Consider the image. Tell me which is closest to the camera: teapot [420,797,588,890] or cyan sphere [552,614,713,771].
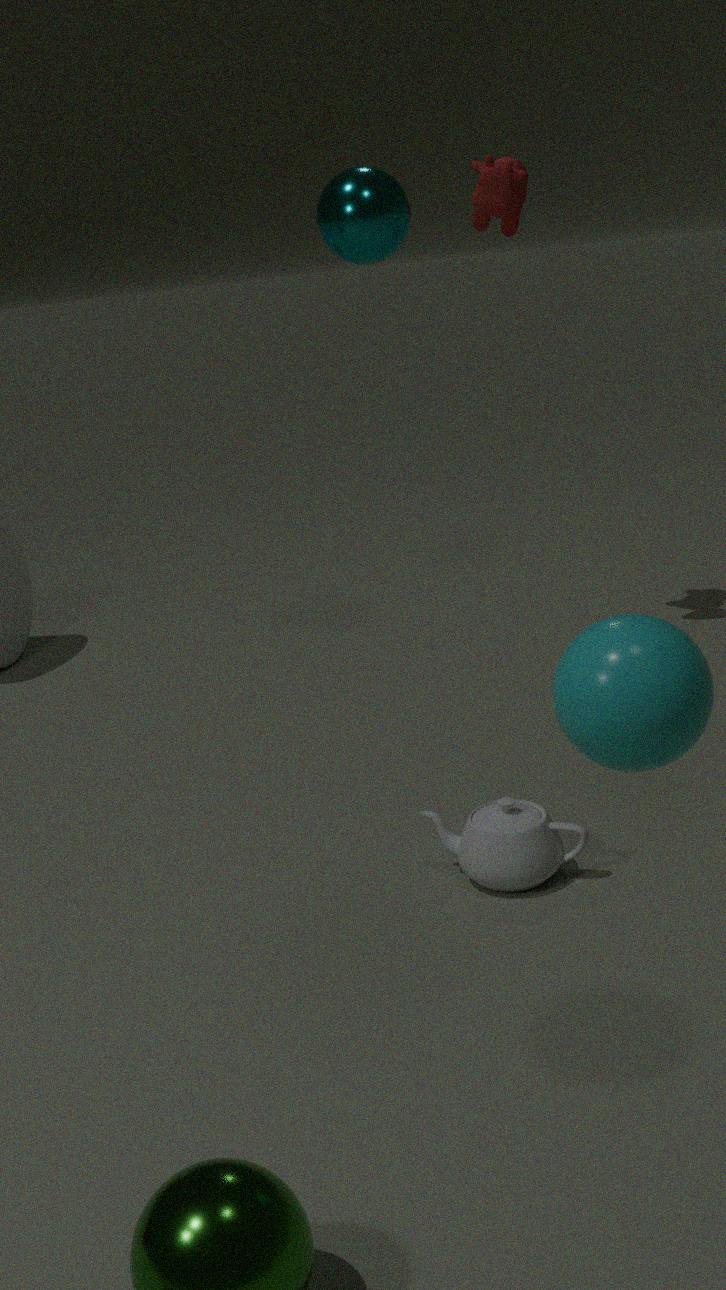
cyan sphere [552,614,713,771]
